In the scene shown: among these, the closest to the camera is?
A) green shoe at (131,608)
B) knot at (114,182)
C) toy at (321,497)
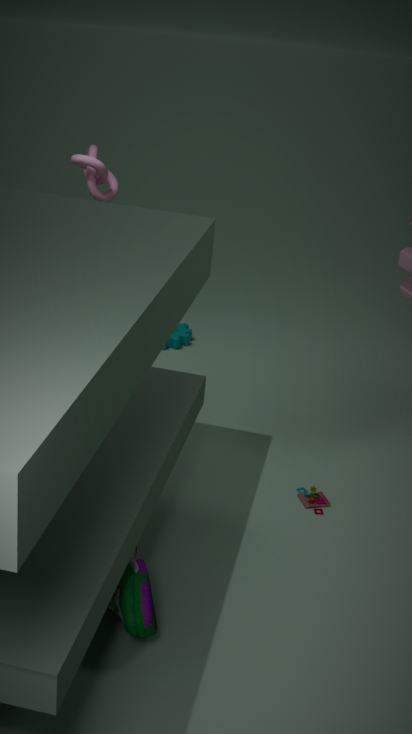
green shoe at (131,608)
